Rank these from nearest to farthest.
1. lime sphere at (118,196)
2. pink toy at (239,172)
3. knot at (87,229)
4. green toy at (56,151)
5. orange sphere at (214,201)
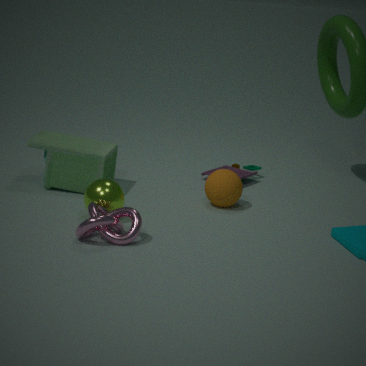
knot at (87,229) < lime sphere at (118,196) < orange sphere at (214,201) < green toy at (56,151) < pink toy at (239,172)
